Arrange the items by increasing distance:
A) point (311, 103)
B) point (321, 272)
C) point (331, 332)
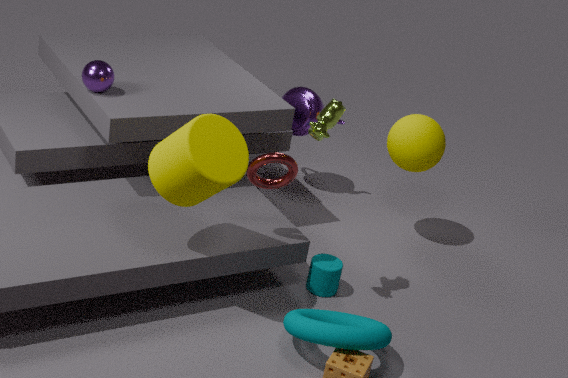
point (331, 332), point (321, 272), point (311, 103)
